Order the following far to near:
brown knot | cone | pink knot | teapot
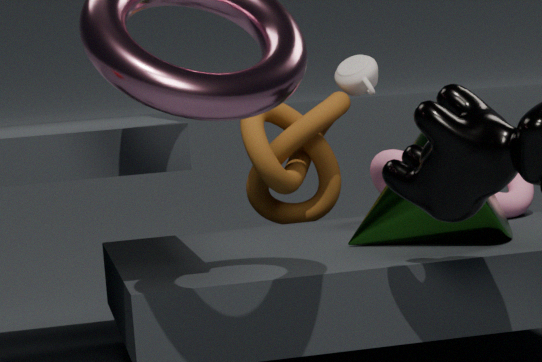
teapot < brown knot < pink knot < cone
